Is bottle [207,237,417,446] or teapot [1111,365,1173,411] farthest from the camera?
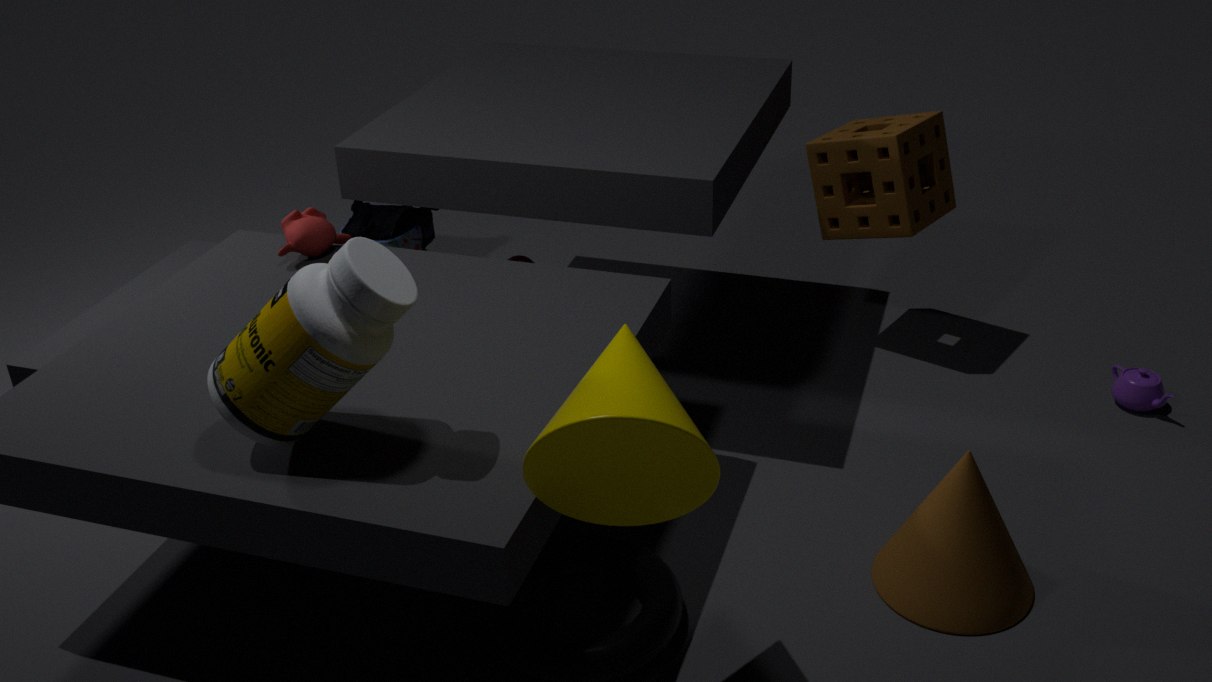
teapot [1111,365,1173,411]
